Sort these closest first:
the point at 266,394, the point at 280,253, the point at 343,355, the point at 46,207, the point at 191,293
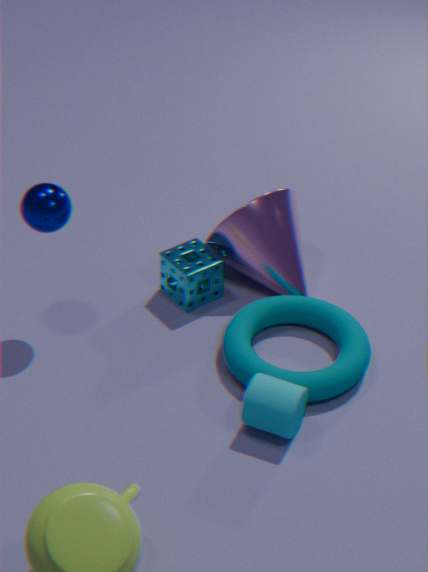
the point at 266,394 < the point at 46,207 < the point at 343,355 < the point at 191,293 < the point at 280,253
